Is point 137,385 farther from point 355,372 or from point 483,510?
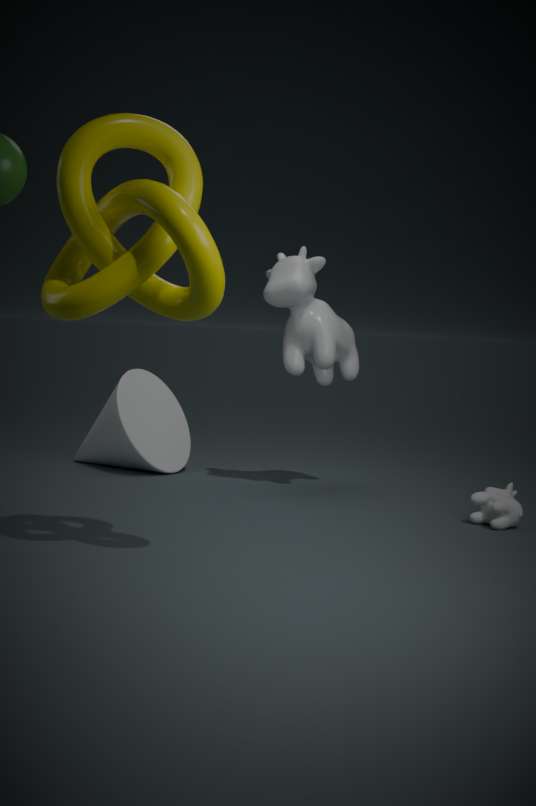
point 483,510
